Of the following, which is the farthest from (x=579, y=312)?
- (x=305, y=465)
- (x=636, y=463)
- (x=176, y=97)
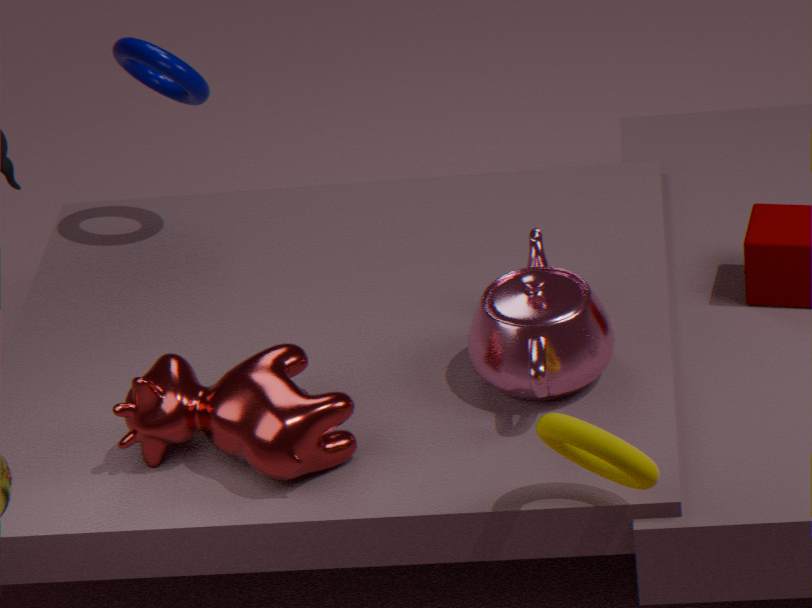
(x=176, y=97)
